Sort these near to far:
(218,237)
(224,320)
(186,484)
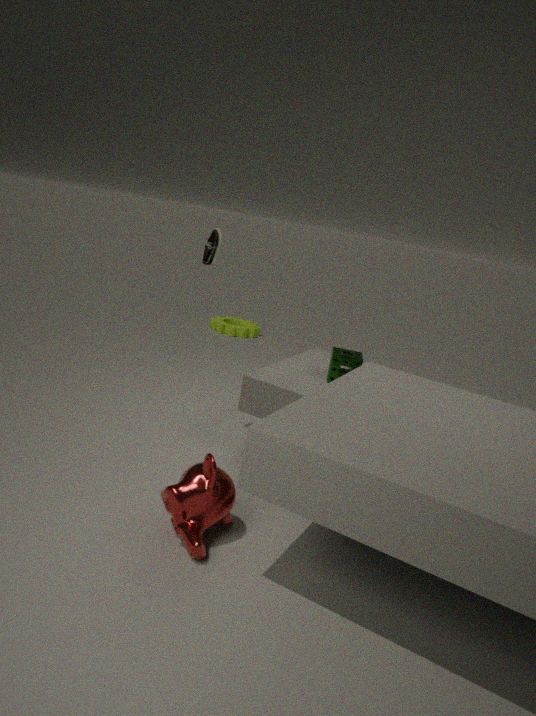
(186,484), (218,237), (224,320)
